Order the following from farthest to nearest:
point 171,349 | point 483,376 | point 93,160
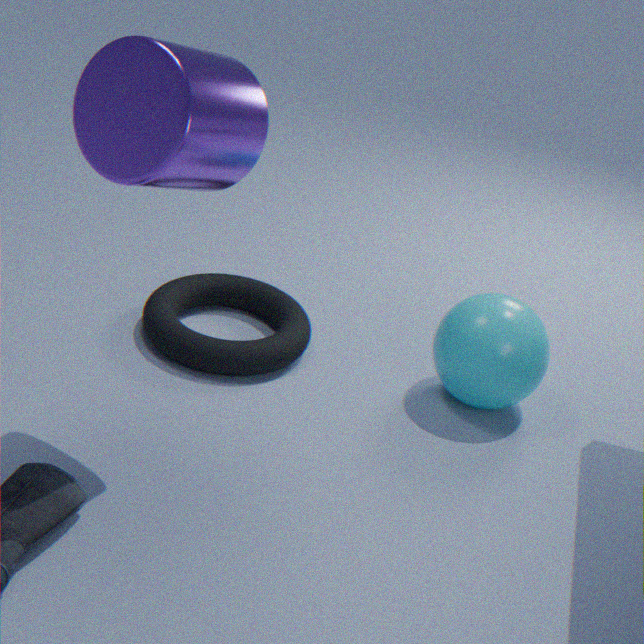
point 171,349, point 483,376, point 93,160
